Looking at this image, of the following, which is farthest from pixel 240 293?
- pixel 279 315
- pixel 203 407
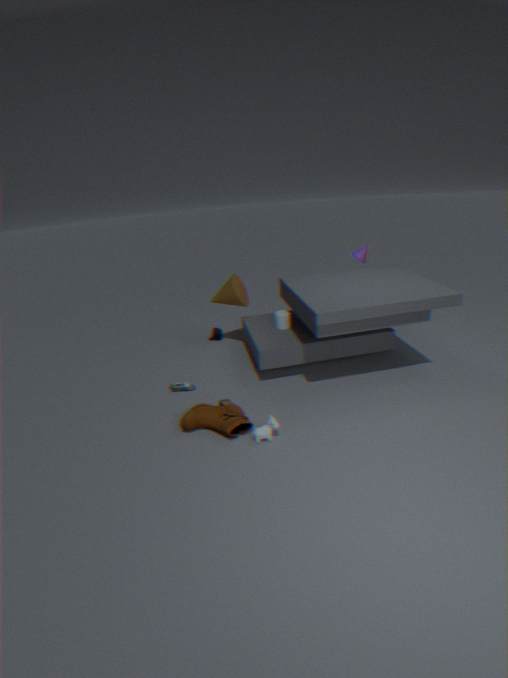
pixel 203 407
